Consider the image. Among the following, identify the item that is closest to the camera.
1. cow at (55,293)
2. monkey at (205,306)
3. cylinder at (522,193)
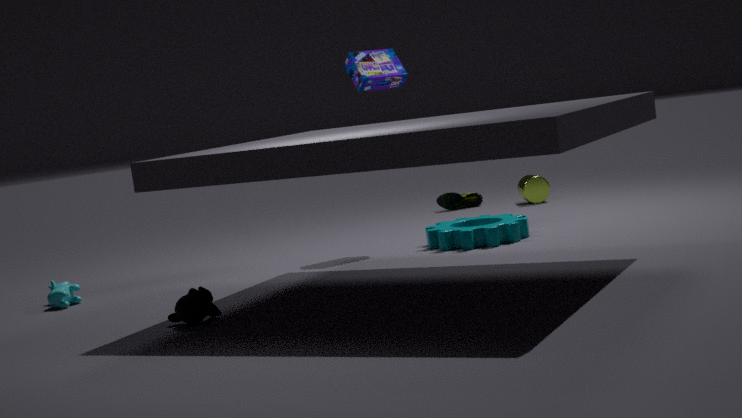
monkey at (205,306)
